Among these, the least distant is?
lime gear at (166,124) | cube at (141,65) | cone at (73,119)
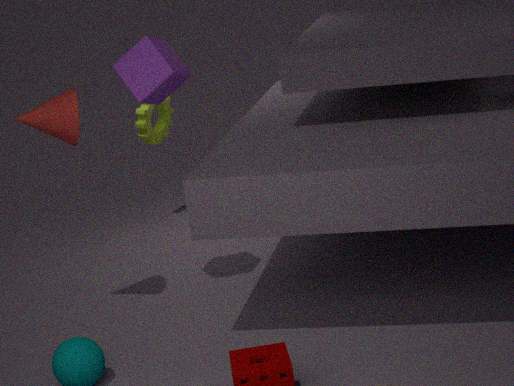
cone at (73,119)
